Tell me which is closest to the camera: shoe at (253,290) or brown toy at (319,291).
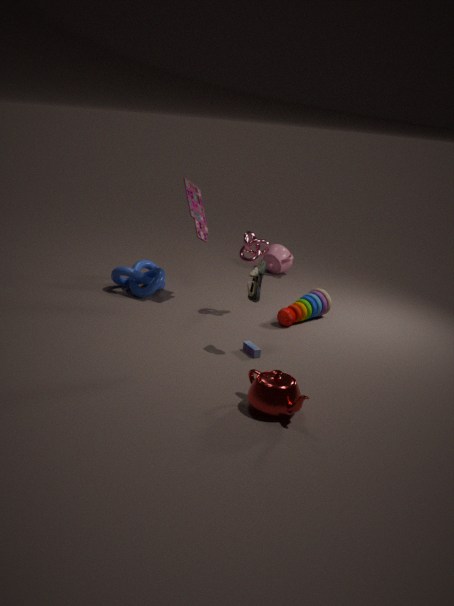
shoe at (253,290)
